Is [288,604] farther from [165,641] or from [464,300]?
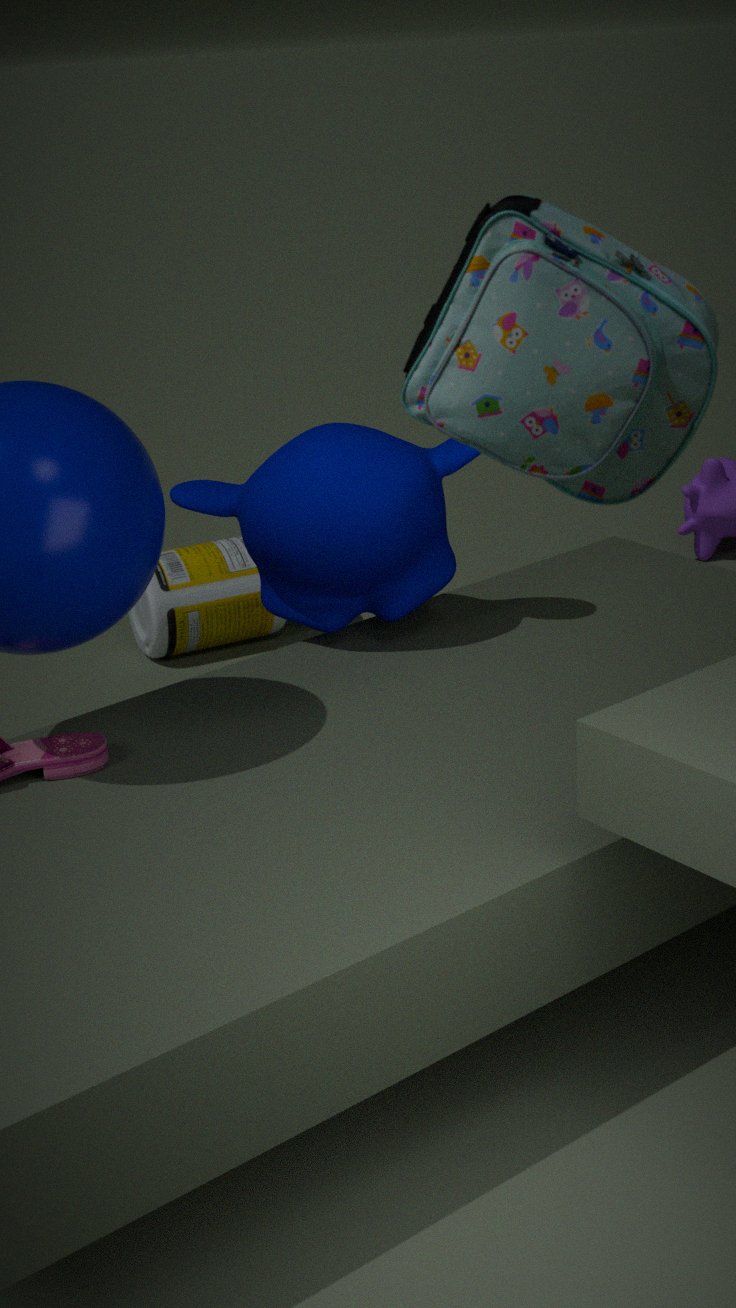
[464,300]
